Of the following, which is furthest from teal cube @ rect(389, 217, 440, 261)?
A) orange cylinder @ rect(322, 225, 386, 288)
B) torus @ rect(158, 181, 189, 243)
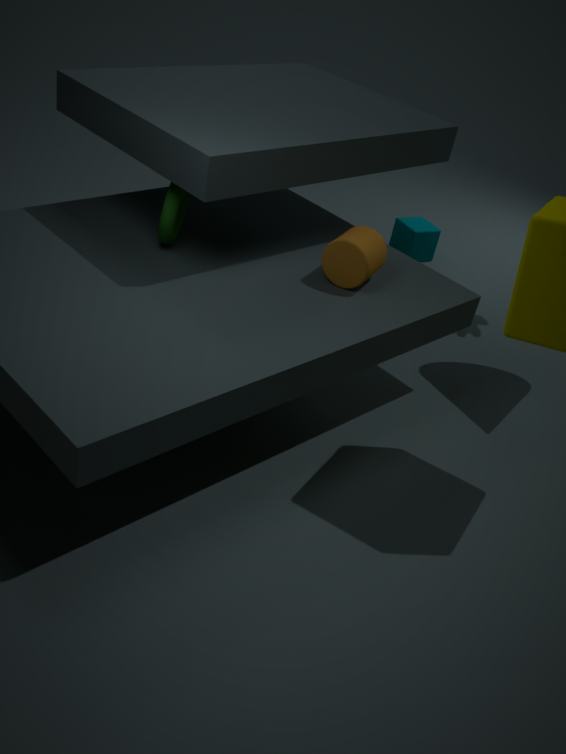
torus @ rect(158, 181, 189, 243)
